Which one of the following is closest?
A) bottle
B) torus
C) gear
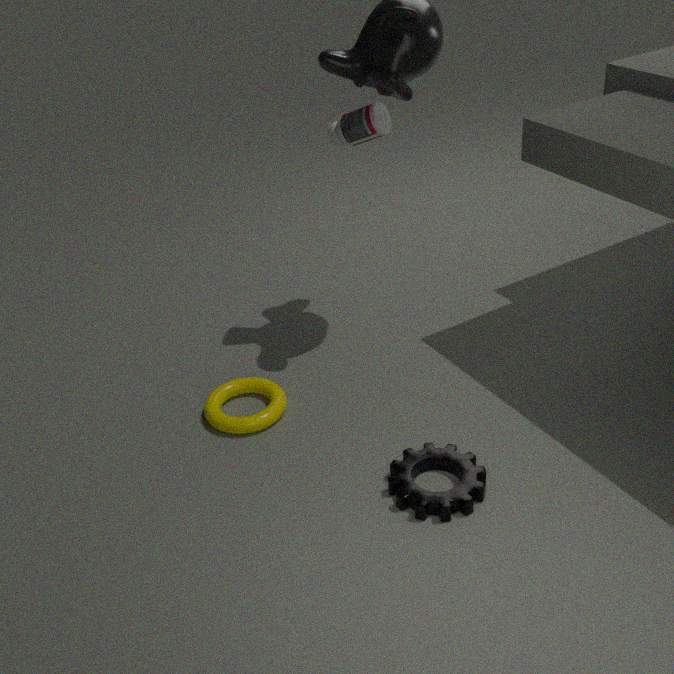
gear
